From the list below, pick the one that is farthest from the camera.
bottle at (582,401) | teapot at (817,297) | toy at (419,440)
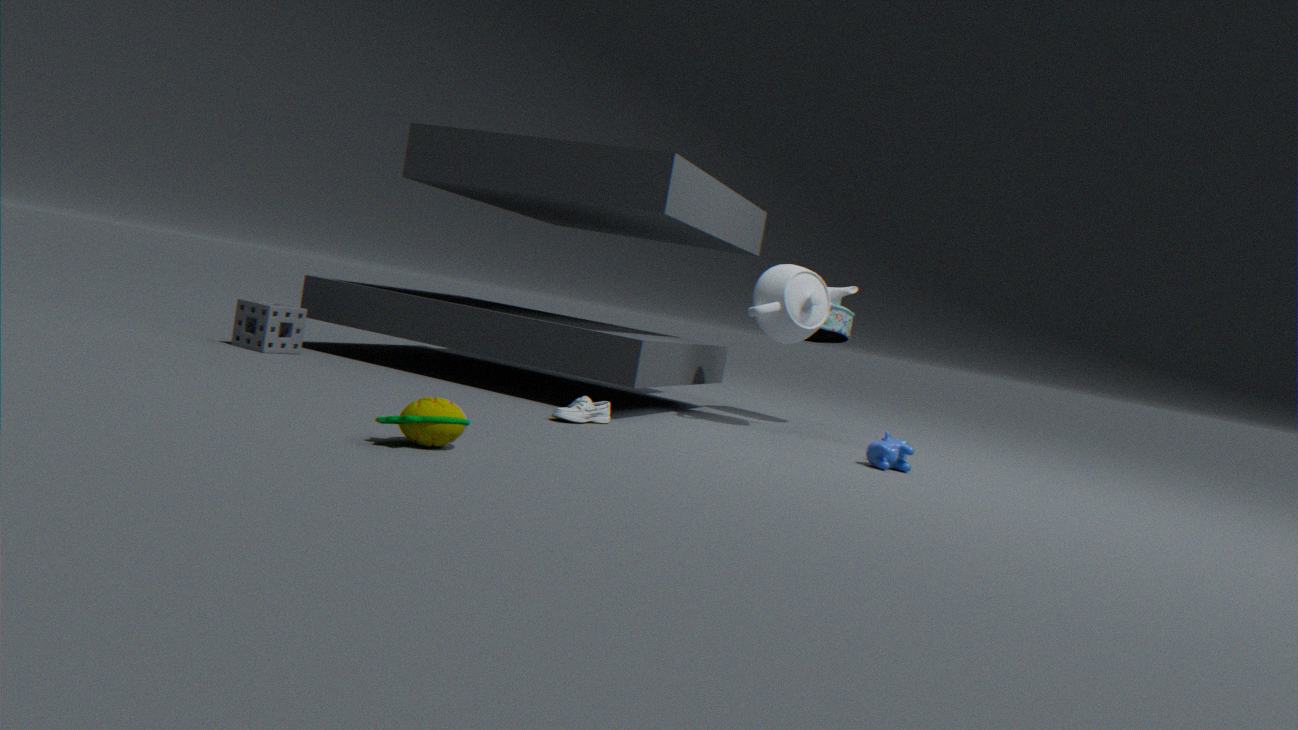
teapot at (817,297)
